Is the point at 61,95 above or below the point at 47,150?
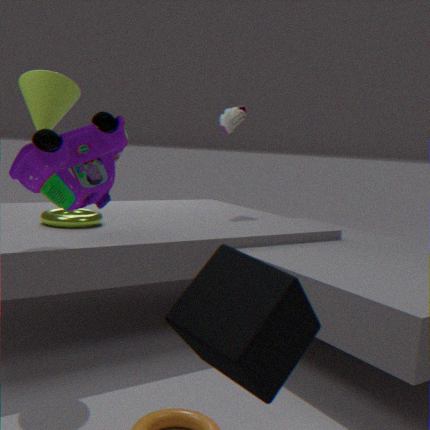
above
